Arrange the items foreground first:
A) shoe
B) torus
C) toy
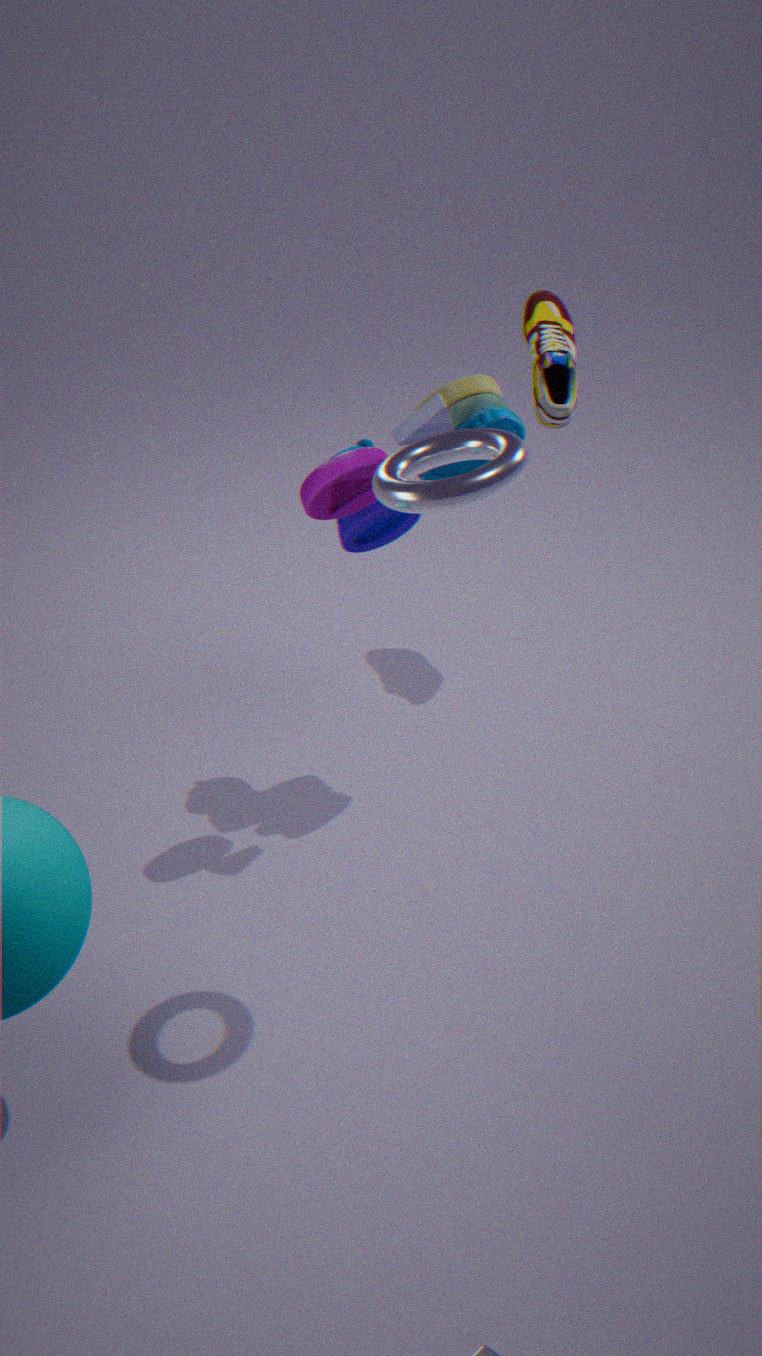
1. torus
2. toy
3. shoe
